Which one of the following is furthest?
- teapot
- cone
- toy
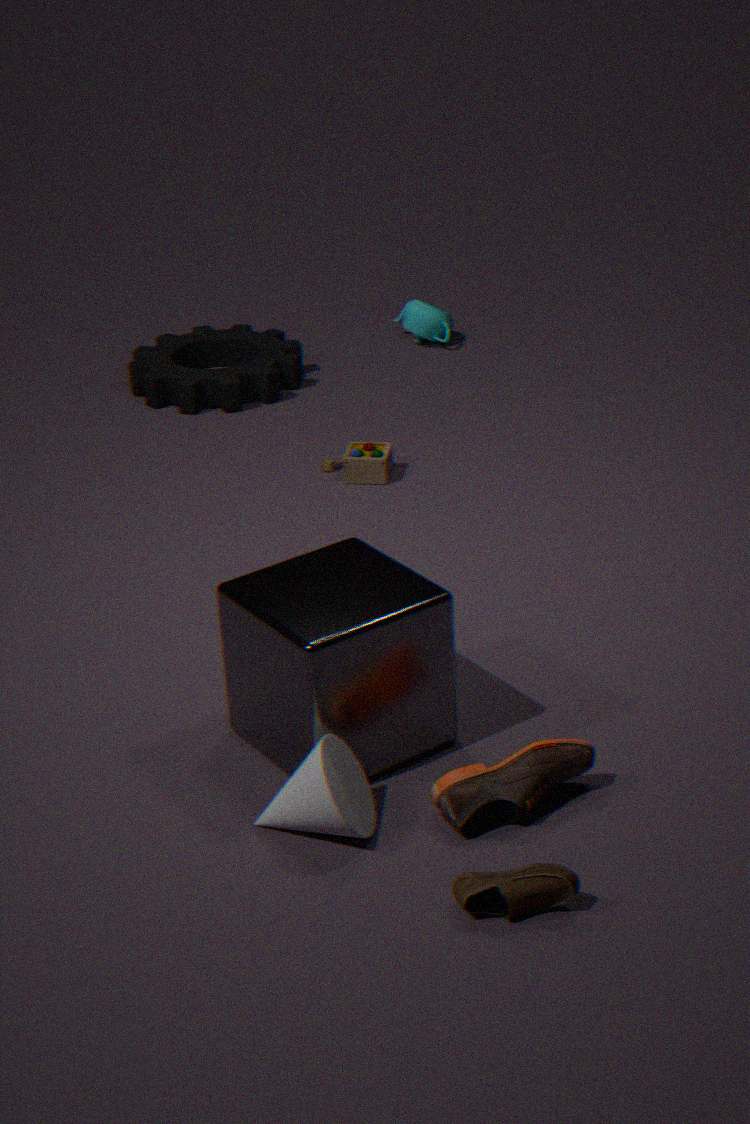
teapot
